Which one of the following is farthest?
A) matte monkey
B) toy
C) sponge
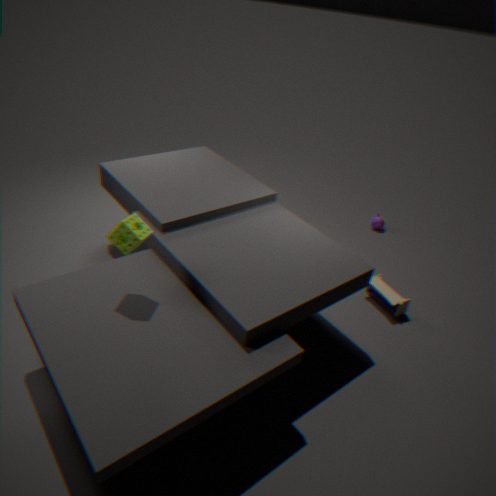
matte monkey
